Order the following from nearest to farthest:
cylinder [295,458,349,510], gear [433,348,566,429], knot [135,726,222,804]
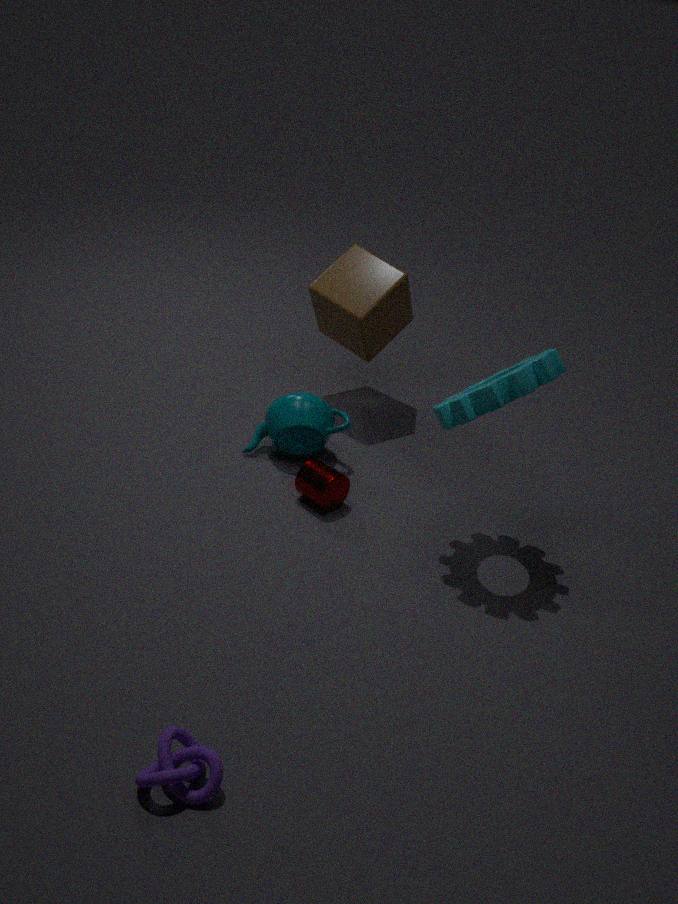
knot [135,726,222,804] → gear [433,348,566,429] → cylinder [295,458,349,510]
